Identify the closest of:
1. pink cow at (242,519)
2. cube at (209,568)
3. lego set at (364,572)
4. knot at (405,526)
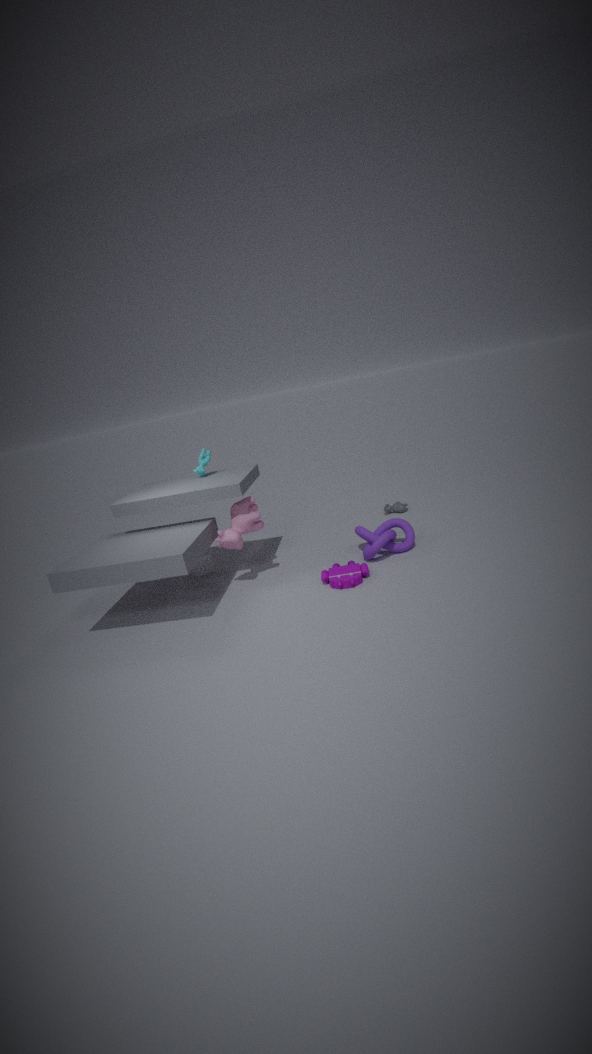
lego set at (364,572)
